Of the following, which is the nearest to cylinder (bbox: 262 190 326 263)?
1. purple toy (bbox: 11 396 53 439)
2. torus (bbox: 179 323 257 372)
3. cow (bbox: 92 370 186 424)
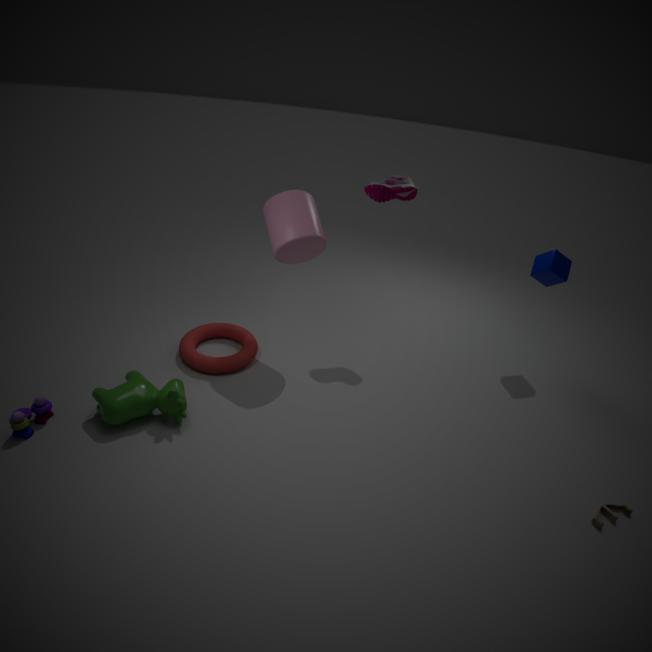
torus (bbox: 179 323 257 372)
